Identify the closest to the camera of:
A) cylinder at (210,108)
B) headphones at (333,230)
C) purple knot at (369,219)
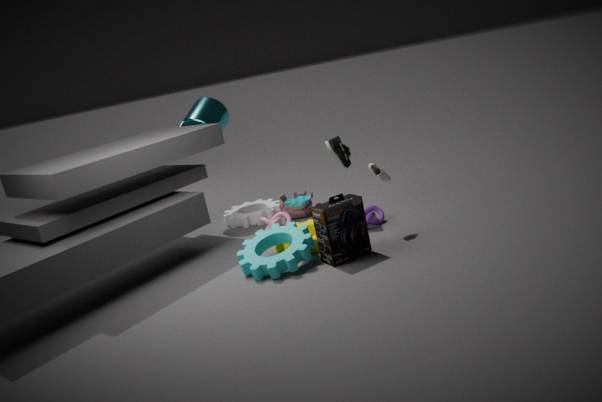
headphones at (333,230)
